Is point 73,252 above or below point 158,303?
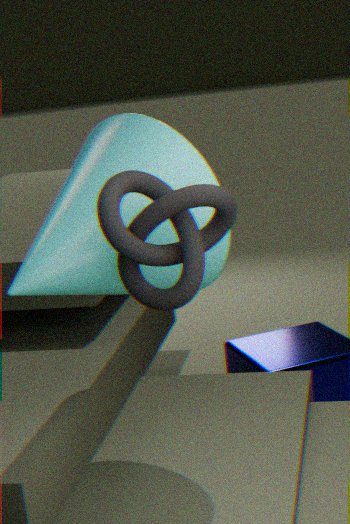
below
